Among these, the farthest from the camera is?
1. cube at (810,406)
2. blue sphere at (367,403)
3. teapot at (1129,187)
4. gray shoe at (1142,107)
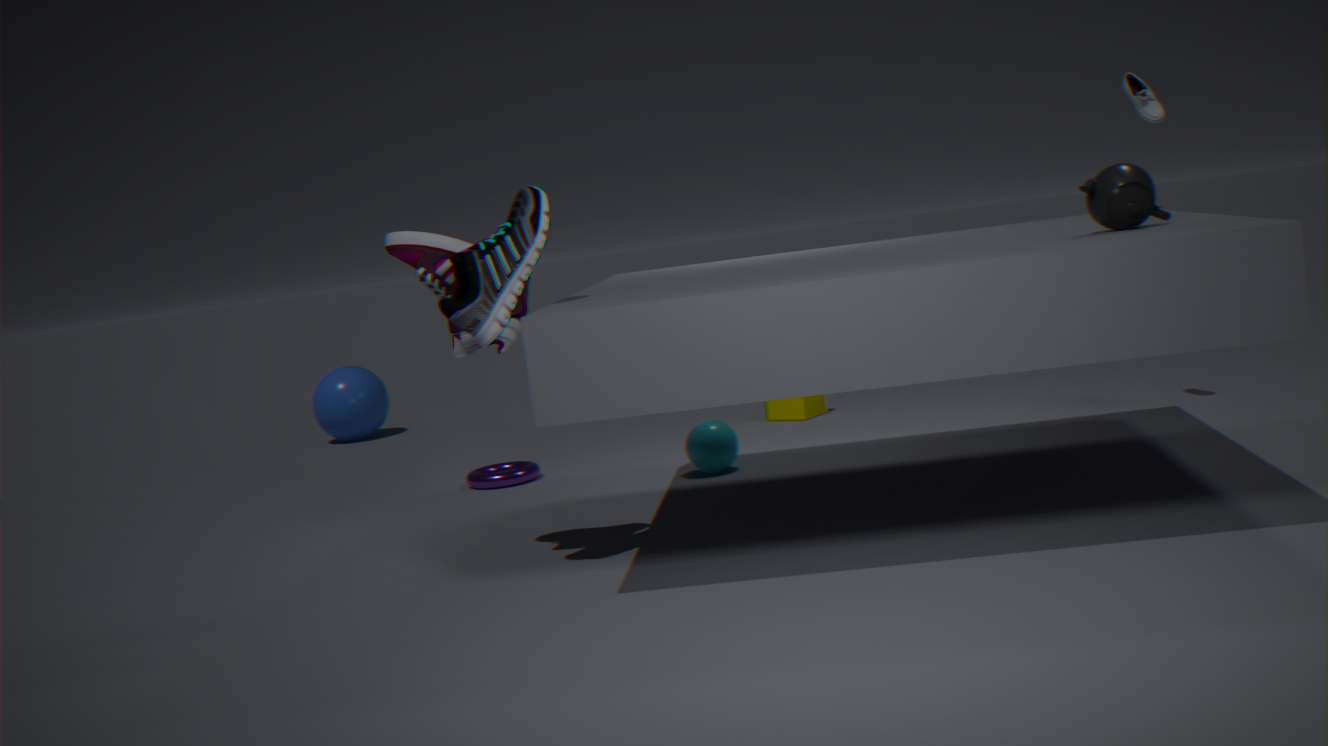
blue sphere at (367,403)
